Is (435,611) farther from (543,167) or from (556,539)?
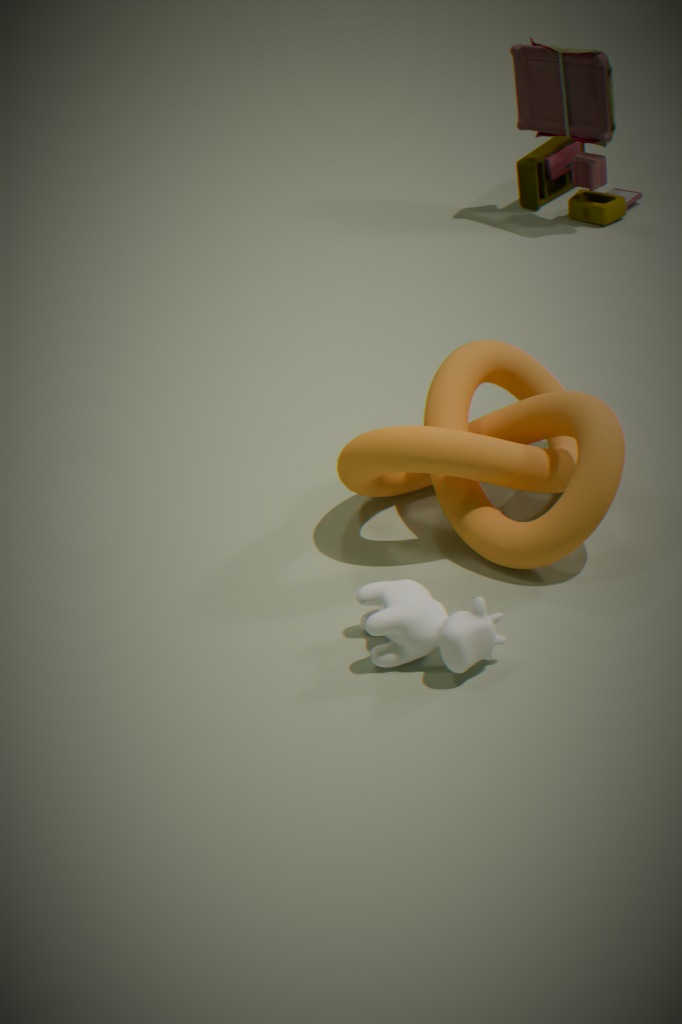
(543,167)
